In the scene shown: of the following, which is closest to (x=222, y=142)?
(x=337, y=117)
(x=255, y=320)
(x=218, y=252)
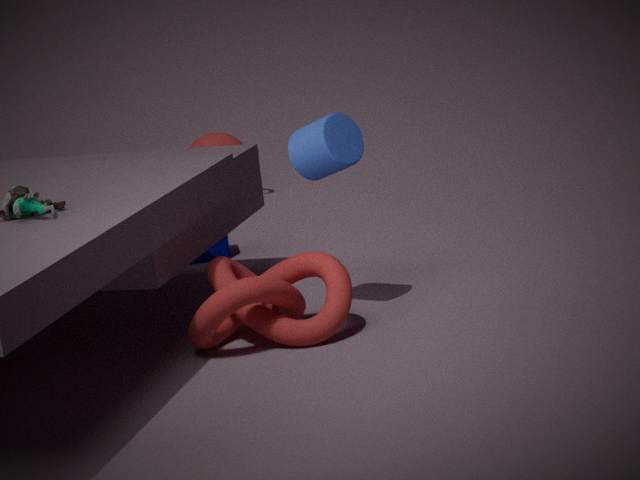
(x=218, y=252)
